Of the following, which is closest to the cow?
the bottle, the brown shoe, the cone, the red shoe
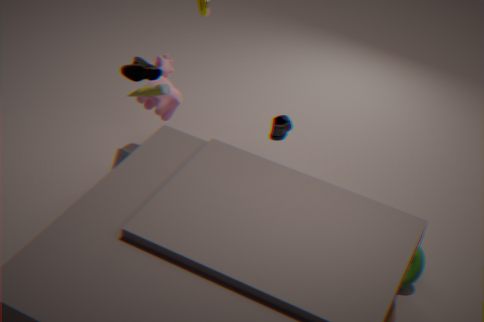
the red shoe
